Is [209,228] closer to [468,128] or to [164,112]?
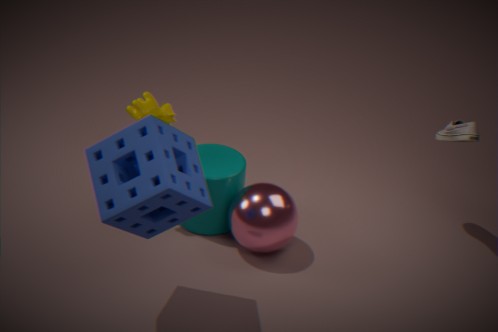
[164,112]
